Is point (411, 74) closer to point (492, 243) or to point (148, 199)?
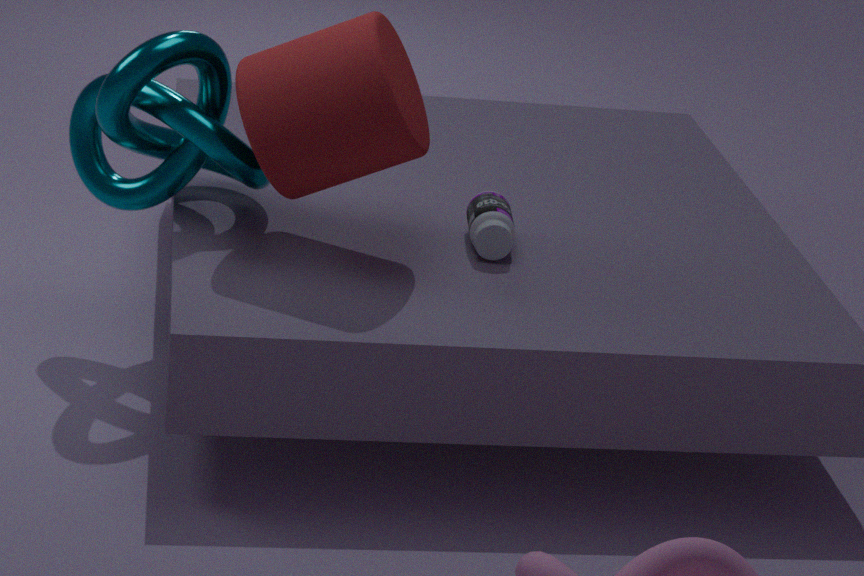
point (148, 199)
